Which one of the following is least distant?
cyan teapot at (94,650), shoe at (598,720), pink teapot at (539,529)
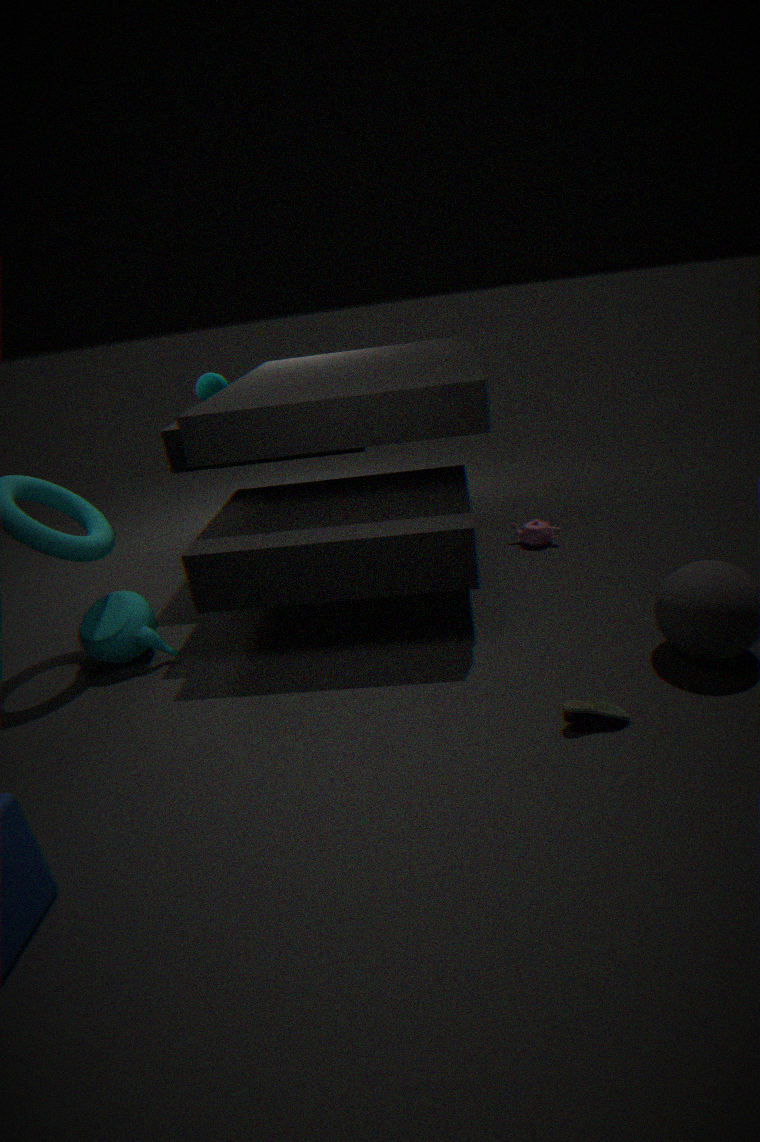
shoe at (598,720)
